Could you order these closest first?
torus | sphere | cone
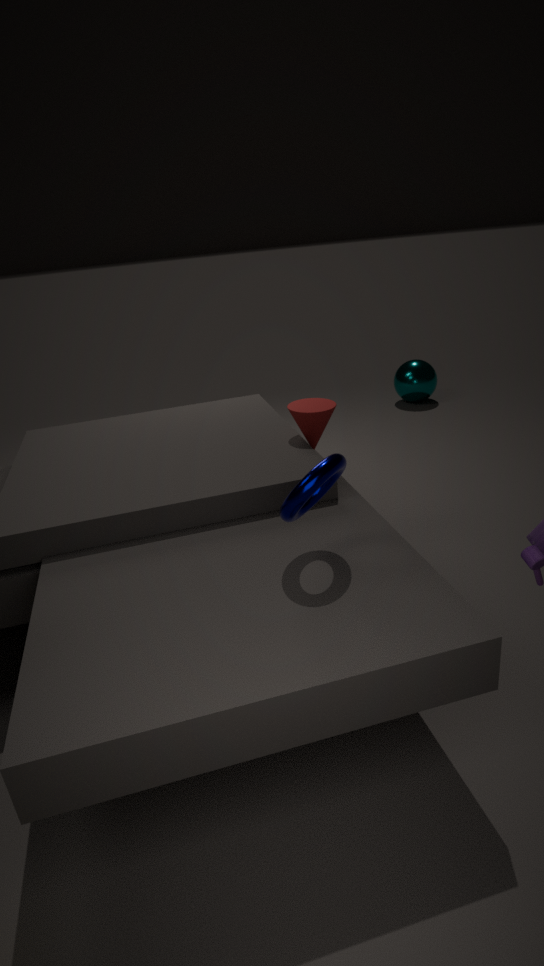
1. torus
2. cone
3. sphere
